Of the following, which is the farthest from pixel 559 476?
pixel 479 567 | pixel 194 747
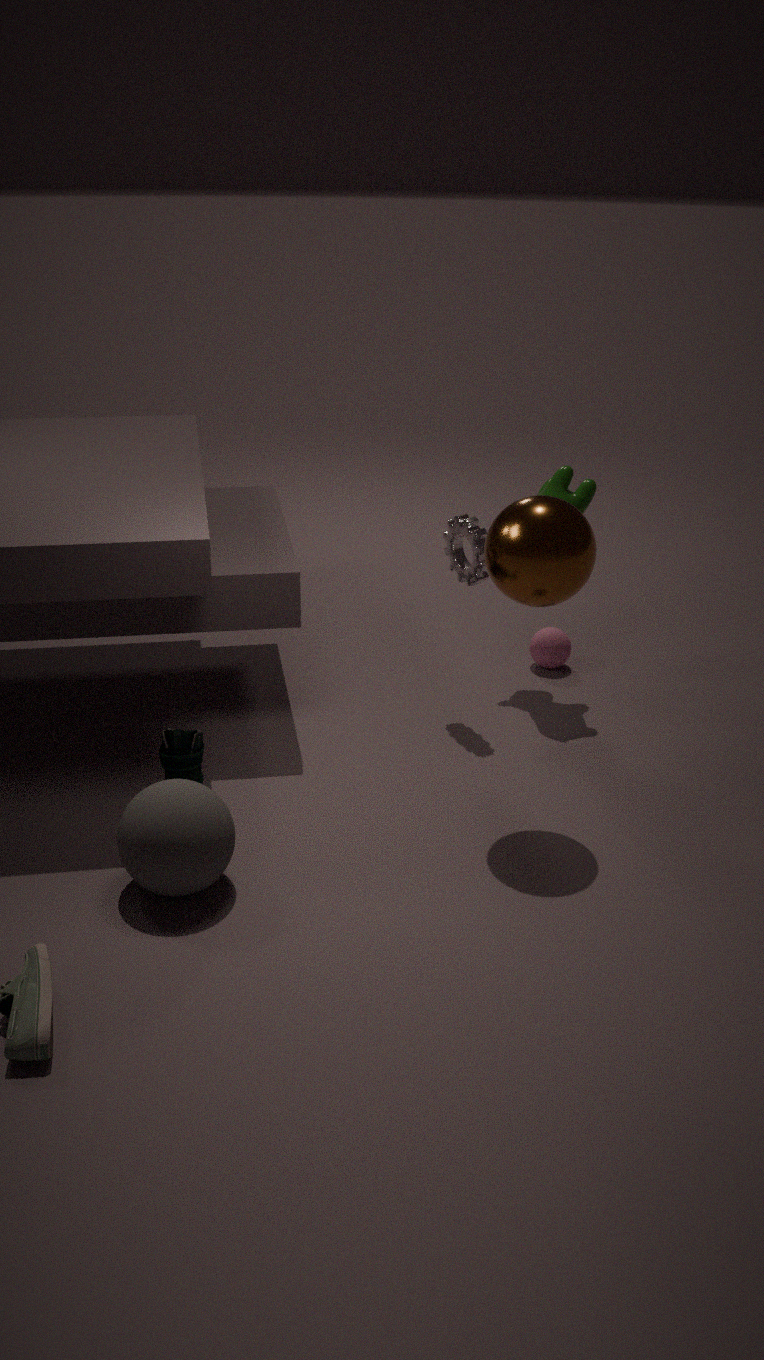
pixel 194 747
